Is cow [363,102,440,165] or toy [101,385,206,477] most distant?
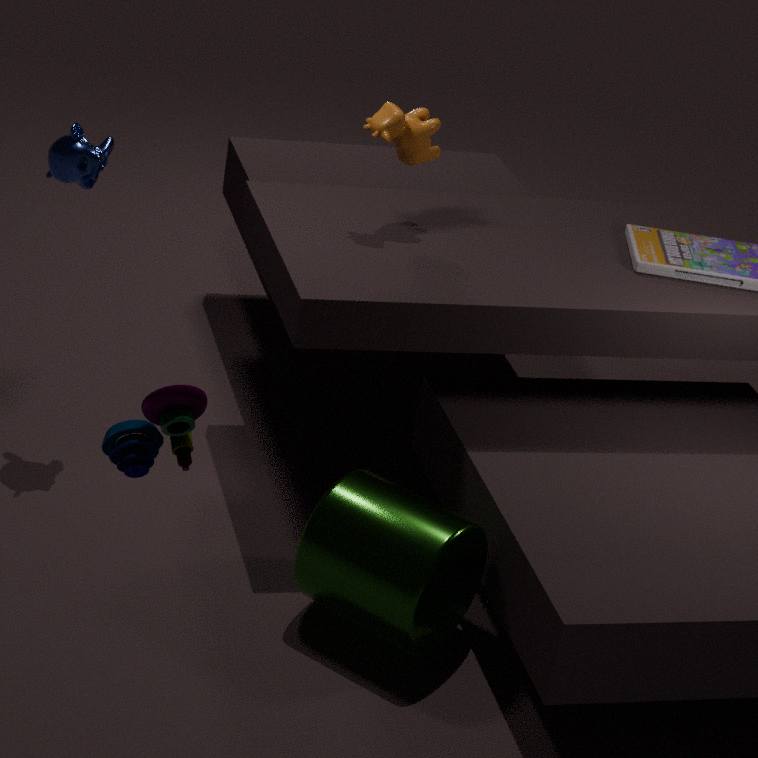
cow [363,102,440,165]
